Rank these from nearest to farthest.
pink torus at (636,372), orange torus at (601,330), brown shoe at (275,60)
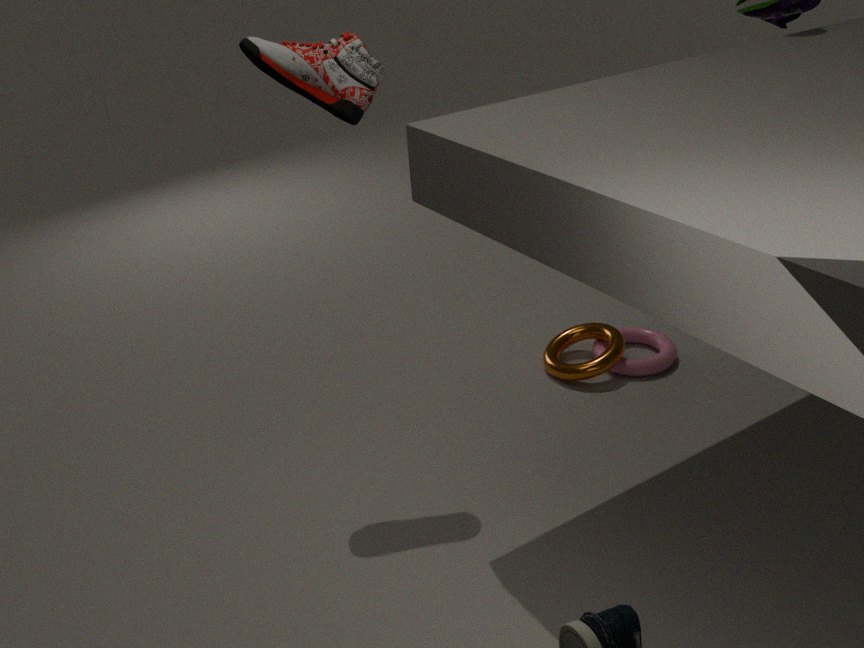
brown shoe at (275,60)
orange torus at (601,330)
pink torus at (636,372)
